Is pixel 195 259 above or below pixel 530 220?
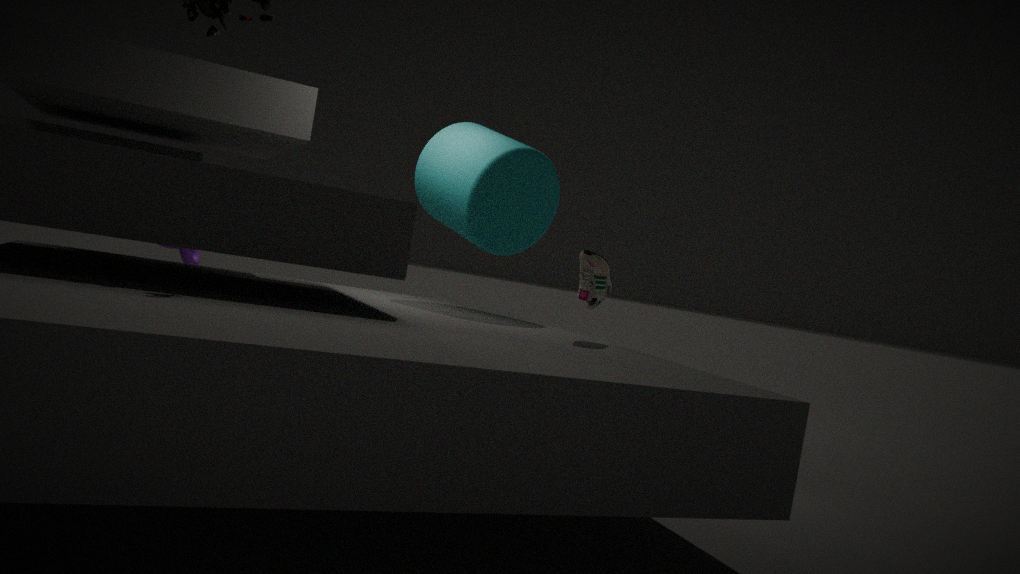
below
